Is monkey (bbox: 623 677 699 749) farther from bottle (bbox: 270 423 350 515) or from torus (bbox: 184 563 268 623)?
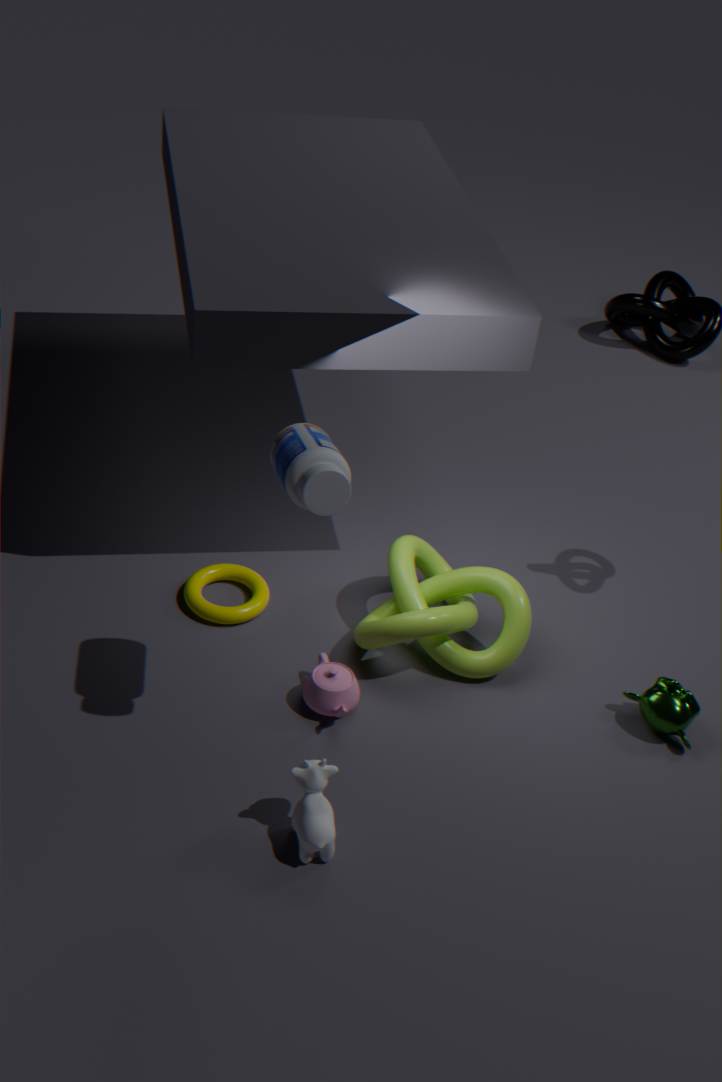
bottle (bbox: 270 423 350 515)
